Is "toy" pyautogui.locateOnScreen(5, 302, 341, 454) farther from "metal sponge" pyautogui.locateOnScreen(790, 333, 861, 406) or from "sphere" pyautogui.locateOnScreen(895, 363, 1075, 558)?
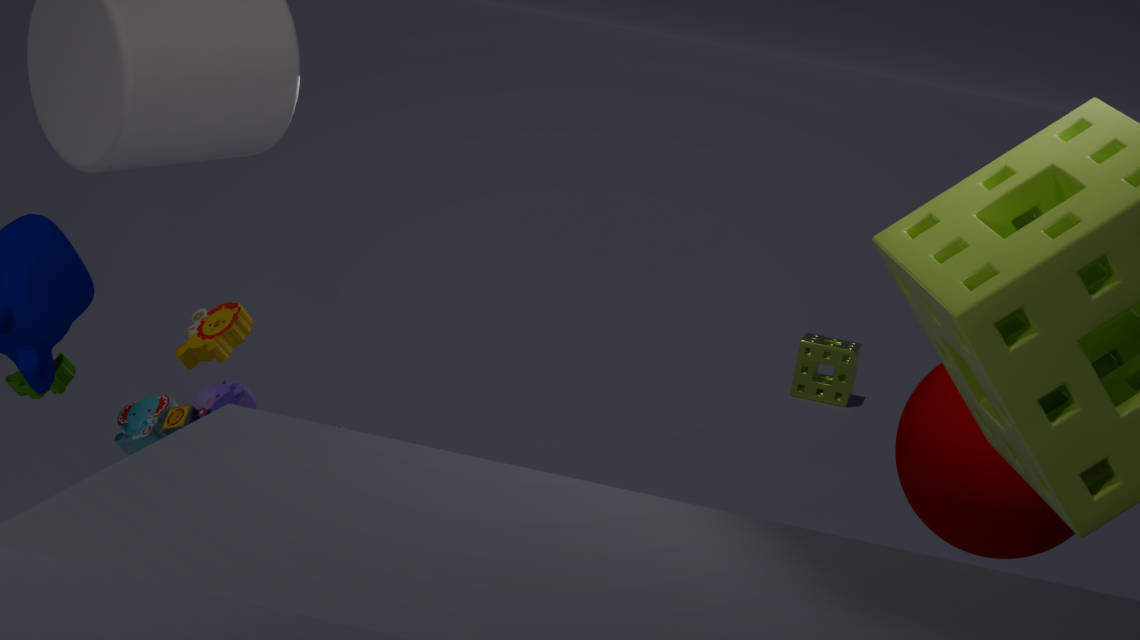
"metal sponge" pyautogui.locateOnScreen(790, 333, 861, 406)
